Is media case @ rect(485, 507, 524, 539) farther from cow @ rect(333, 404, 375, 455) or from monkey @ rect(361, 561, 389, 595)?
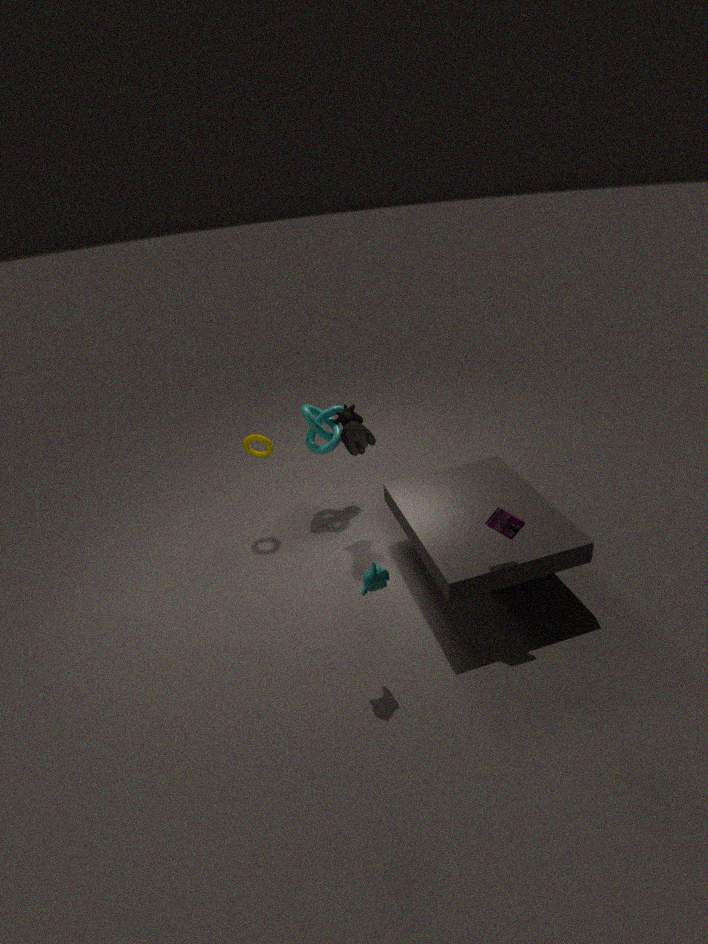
cow @ rect(333, 404, 375, 455)
